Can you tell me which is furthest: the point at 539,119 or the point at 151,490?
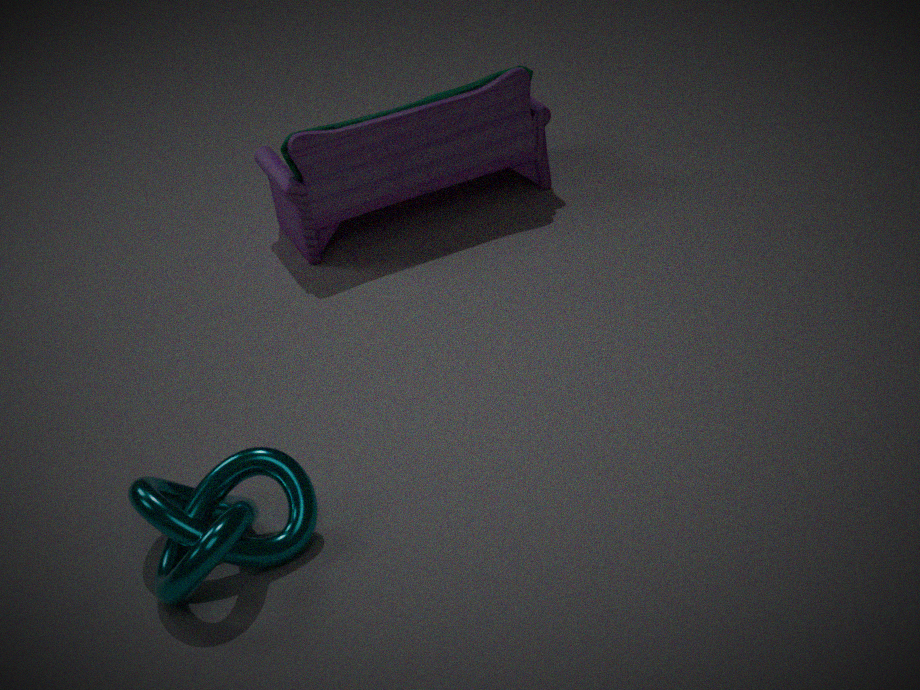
the point at 539,119
